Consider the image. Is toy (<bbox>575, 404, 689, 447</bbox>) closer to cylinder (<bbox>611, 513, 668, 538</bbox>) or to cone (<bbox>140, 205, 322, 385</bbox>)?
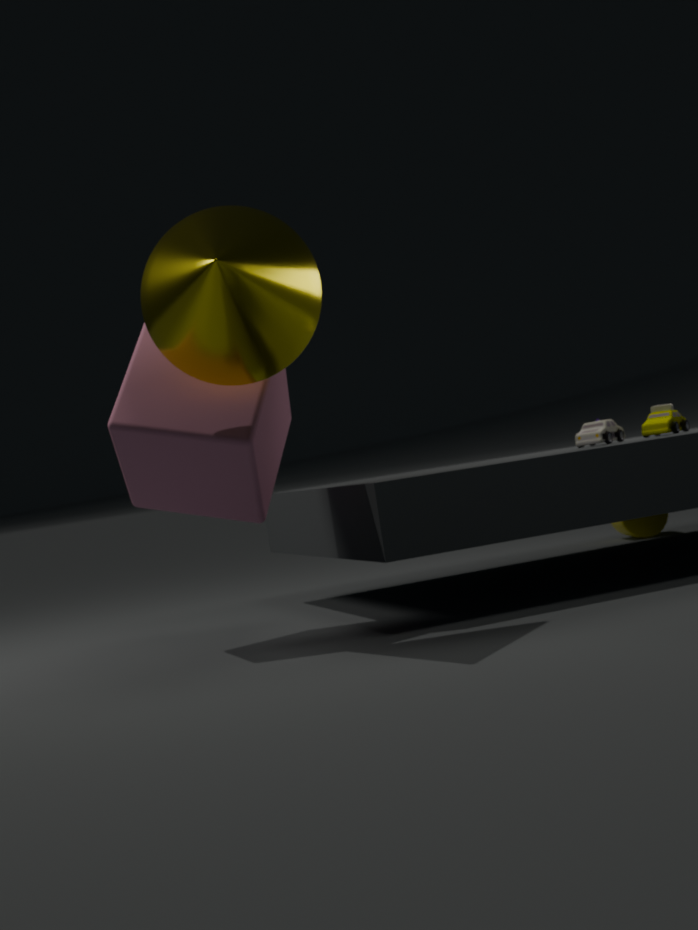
cylinder (<bbox>611, 513, 668, 538</bbox>)
